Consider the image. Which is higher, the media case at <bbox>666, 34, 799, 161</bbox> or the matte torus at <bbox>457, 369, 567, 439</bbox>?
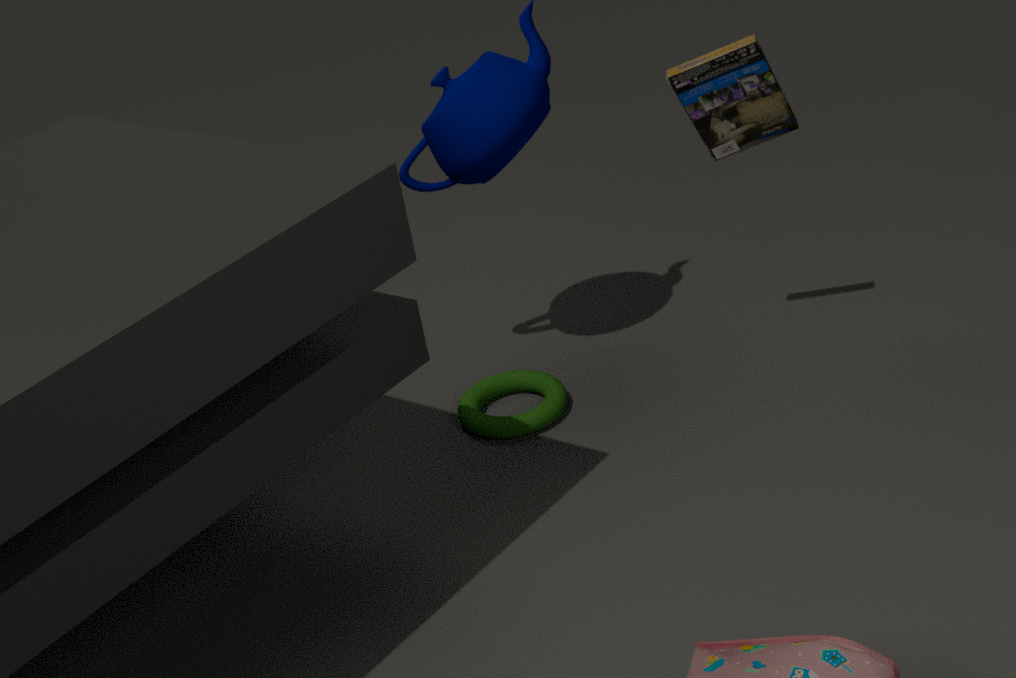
the media case at <bbox>666, 34, 799, 161</bbox>
